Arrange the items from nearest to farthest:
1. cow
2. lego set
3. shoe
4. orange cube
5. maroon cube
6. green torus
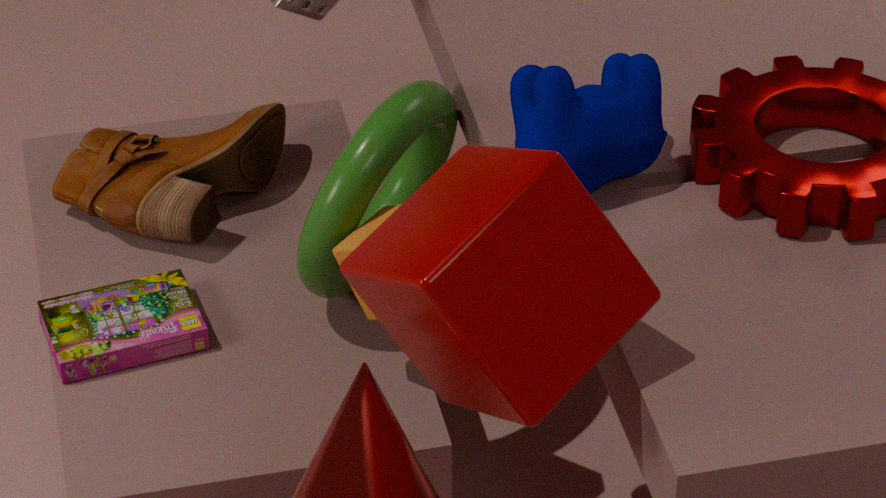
maroon cube → cow → orange cube → green torus → lego set → shoe
